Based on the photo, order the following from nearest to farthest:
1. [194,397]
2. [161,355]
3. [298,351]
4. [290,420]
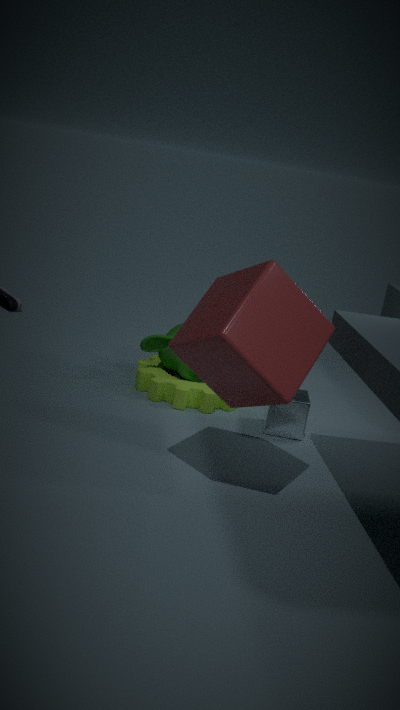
[298,351], [290,420], [194,397], [161,355]
